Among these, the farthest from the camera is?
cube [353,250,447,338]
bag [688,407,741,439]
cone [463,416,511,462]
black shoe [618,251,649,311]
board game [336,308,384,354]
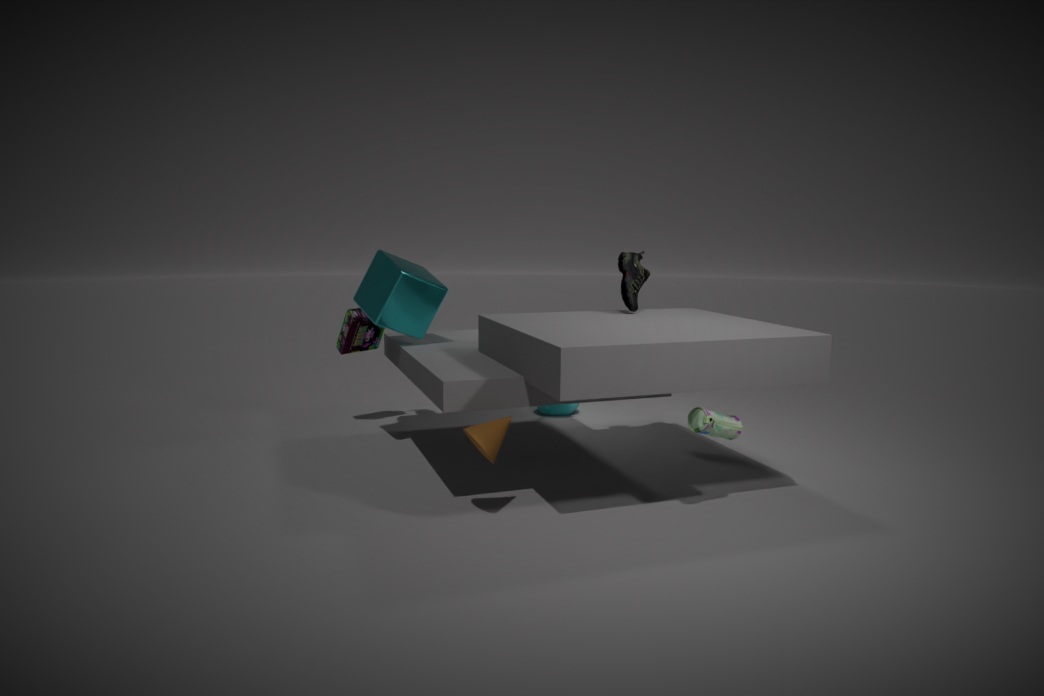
board game [336,308,384,354]
